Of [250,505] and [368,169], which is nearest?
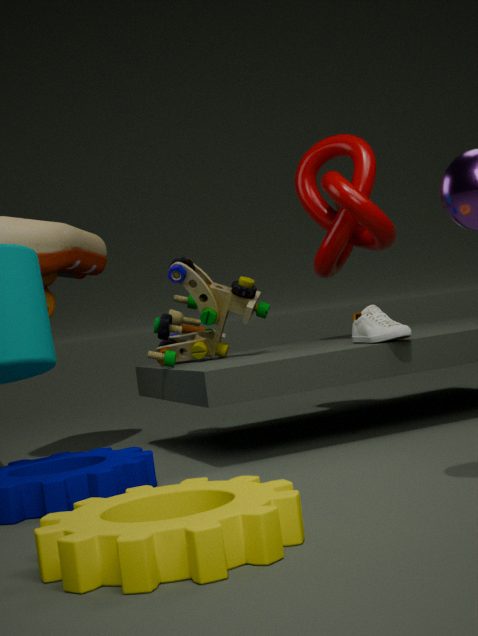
[250,505]
